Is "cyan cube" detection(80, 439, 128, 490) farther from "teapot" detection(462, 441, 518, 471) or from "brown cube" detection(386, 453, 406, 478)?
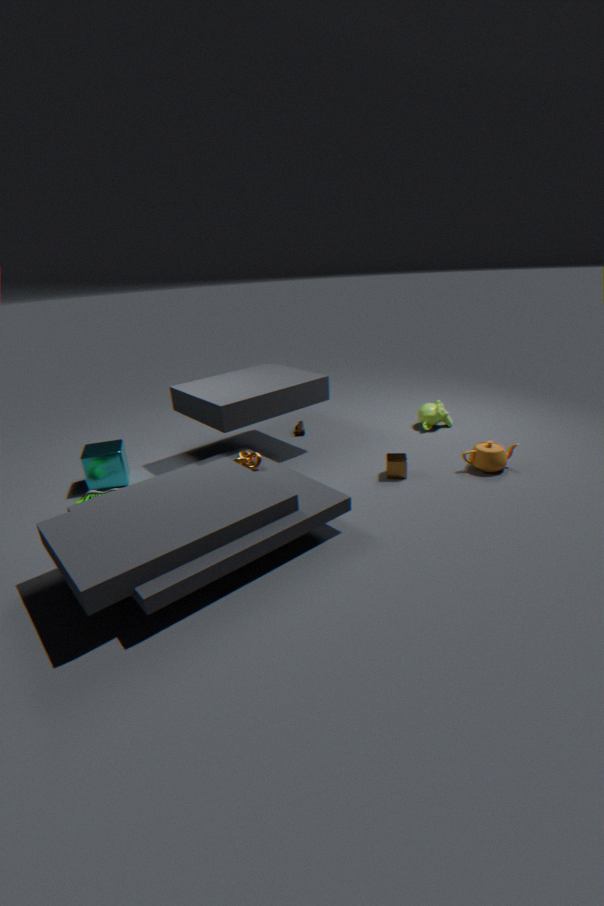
"teapot" detection(462, 441, 518, 471)
